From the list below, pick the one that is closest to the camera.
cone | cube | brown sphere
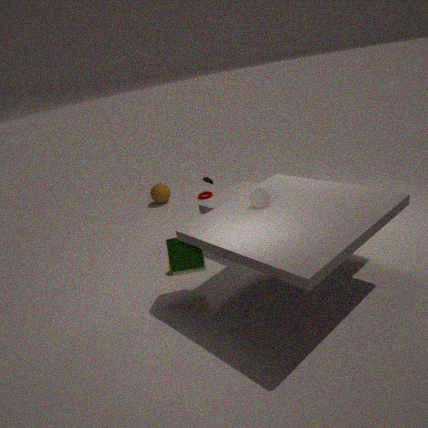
cube
